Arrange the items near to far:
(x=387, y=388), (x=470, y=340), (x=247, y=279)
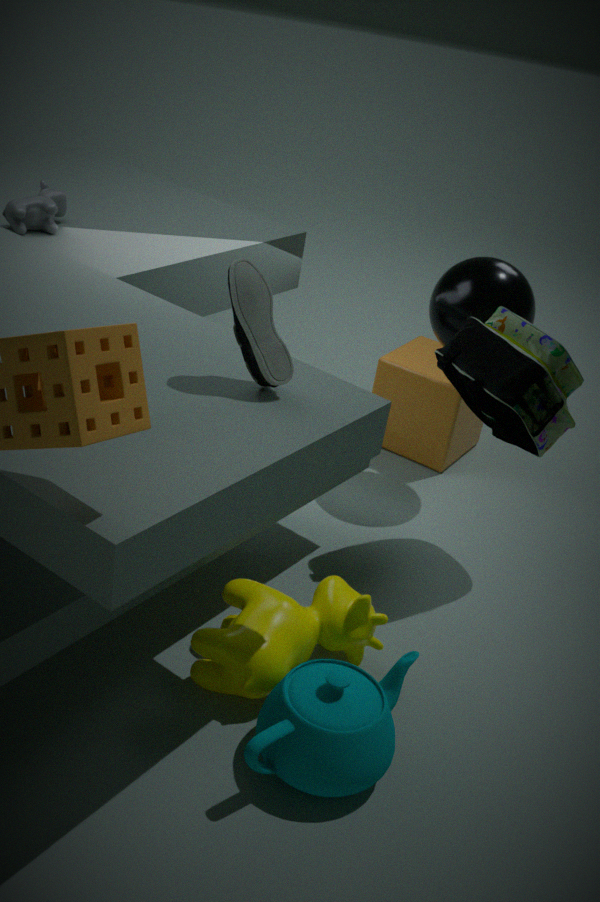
1. (x=247, y=279)
2. (x=470, y=340)
3. (x=387, y=388)
